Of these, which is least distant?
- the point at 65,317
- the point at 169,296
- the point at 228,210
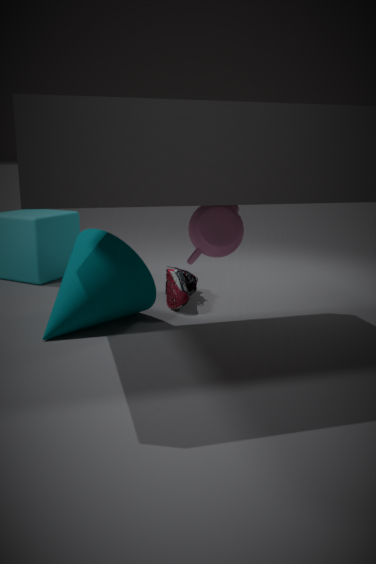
the point at 228,210
